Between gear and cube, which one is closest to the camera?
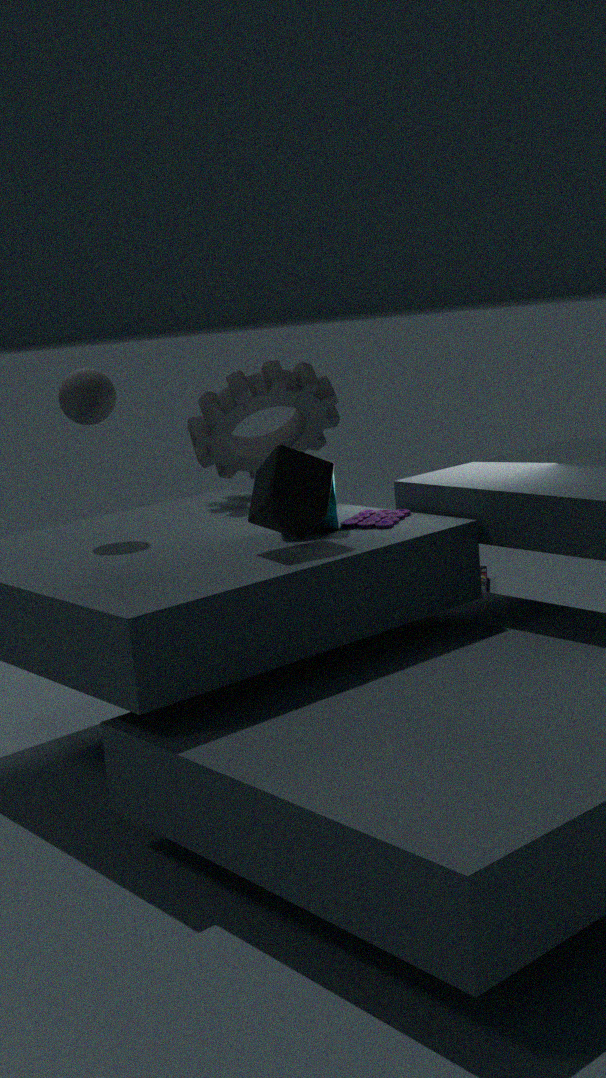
cube
